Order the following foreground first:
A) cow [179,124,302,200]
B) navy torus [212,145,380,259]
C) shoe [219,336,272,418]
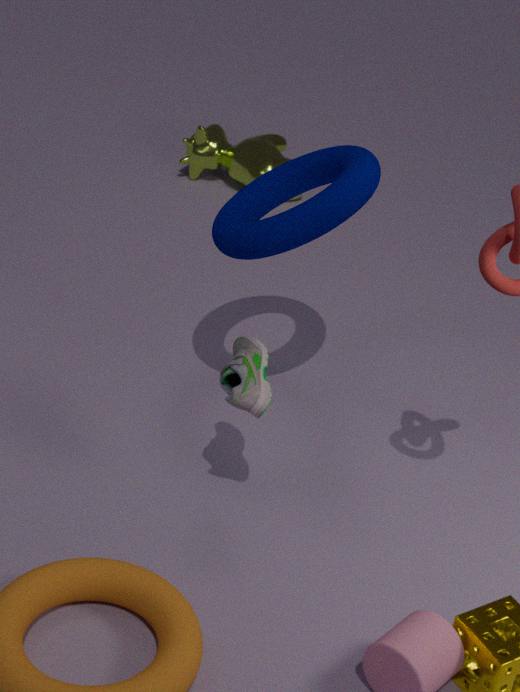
shoe [219,336,272,418], navy torus [212,145,380,259], cow [179,124,302,200]
